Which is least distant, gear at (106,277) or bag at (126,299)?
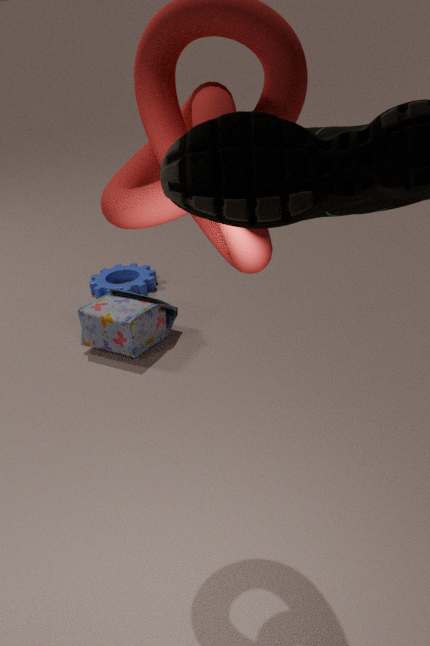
bag at (126,299)
